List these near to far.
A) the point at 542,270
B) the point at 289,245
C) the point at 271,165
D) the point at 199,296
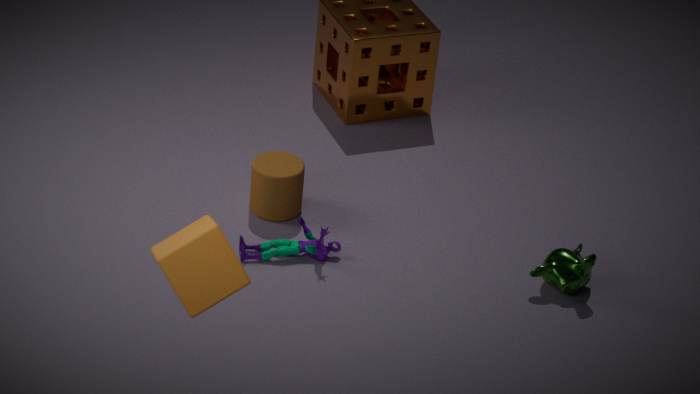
the point at 199,296, the point at 542,270, the point at 289,245, the point at 271,165
